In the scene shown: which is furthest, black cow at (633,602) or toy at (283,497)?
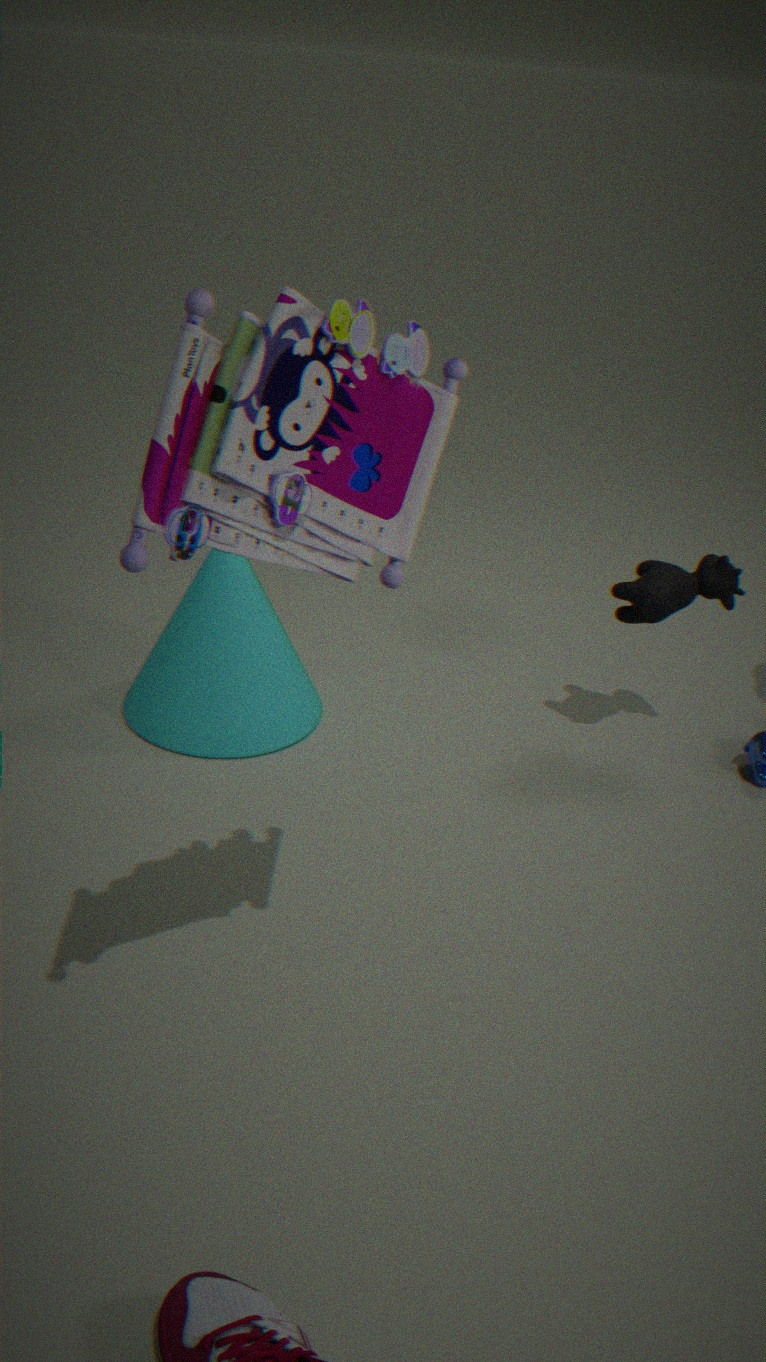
black cow at (633,602)
